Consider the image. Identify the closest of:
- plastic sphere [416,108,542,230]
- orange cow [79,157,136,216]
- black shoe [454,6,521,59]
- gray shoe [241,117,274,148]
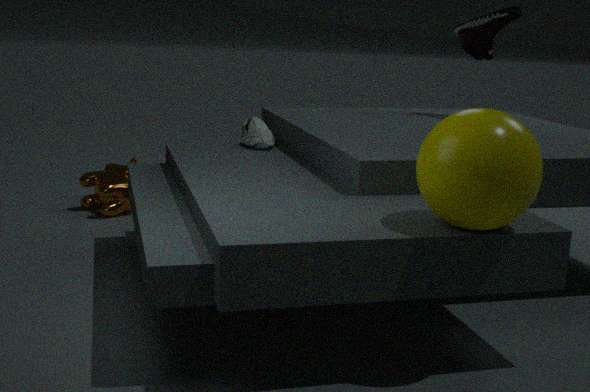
plastic sphere [416,108,542,230]
